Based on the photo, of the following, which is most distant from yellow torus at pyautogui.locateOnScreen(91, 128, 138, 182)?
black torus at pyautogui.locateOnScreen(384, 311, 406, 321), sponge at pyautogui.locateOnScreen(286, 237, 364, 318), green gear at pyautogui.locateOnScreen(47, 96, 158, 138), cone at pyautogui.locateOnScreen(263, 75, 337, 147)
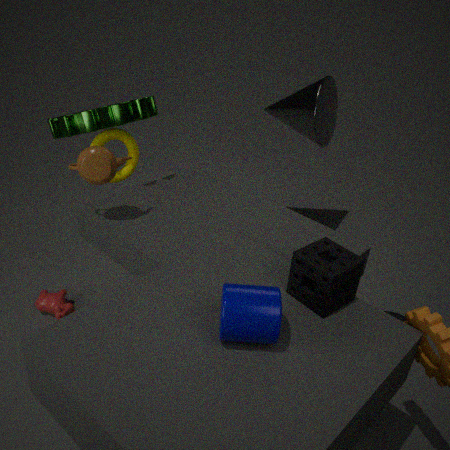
black torus at pyautogui.locateOnScreen(384, 311, 406, 321)
